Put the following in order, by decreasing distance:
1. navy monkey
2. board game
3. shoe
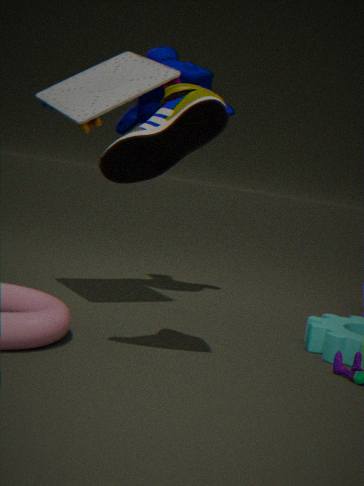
navy monkey < board game < shoe
